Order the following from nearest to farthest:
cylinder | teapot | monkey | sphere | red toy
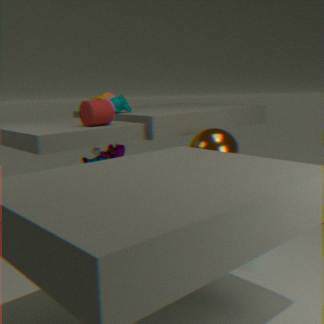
cylinder < sphere < monkey < red toy < teapot
